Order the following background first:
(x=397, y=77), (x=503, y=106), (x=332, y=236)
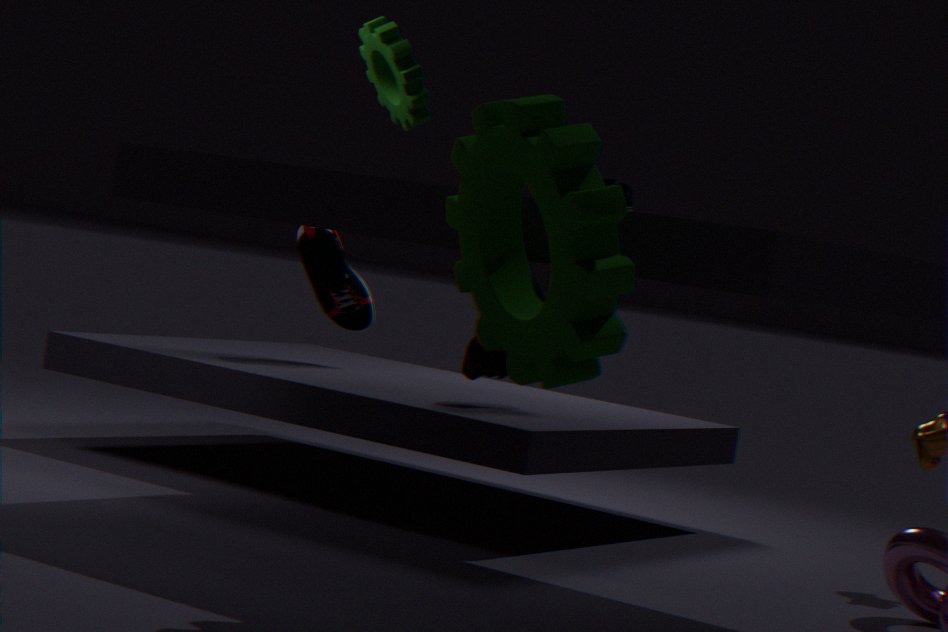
(x=332, y=236), (x=397, y=77), (x=503, y=106)
